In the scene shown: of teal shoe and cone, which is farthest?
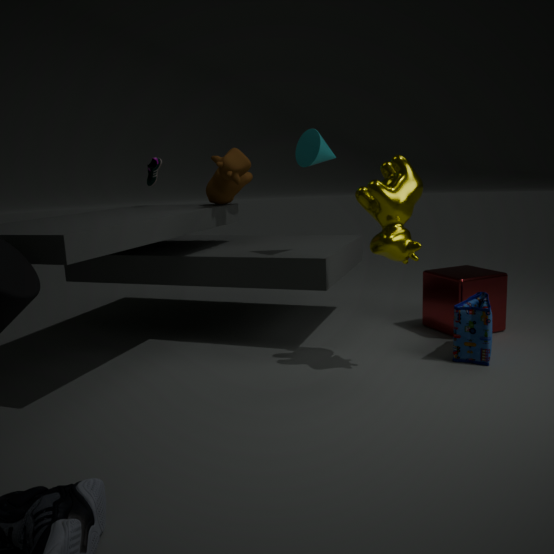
teal shoe
